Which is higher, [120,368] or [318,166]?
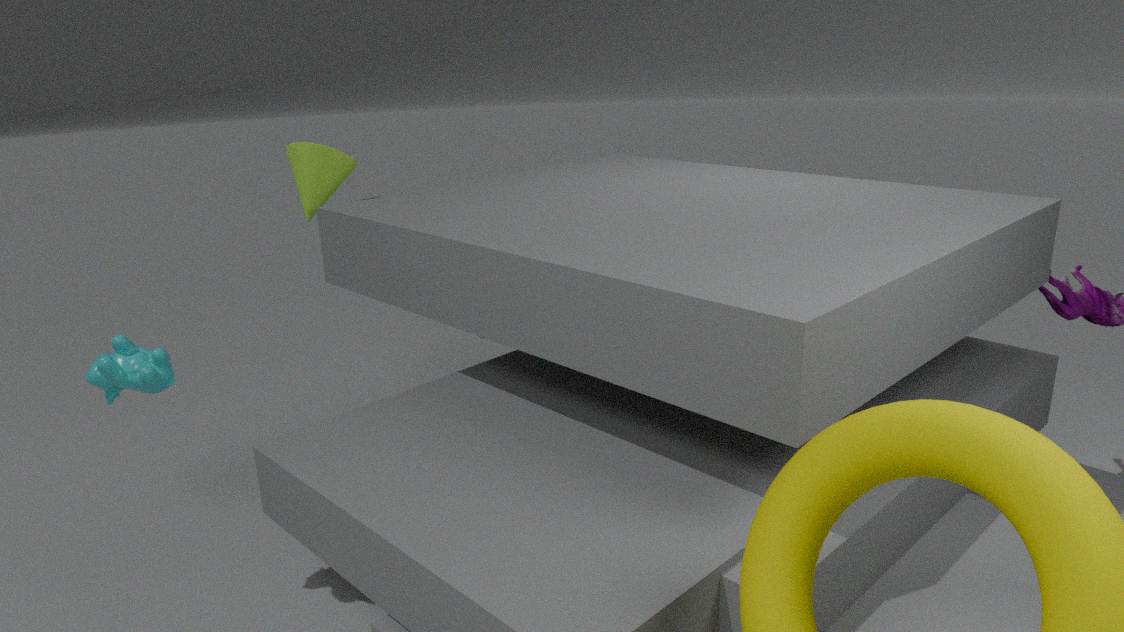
[318,166]
